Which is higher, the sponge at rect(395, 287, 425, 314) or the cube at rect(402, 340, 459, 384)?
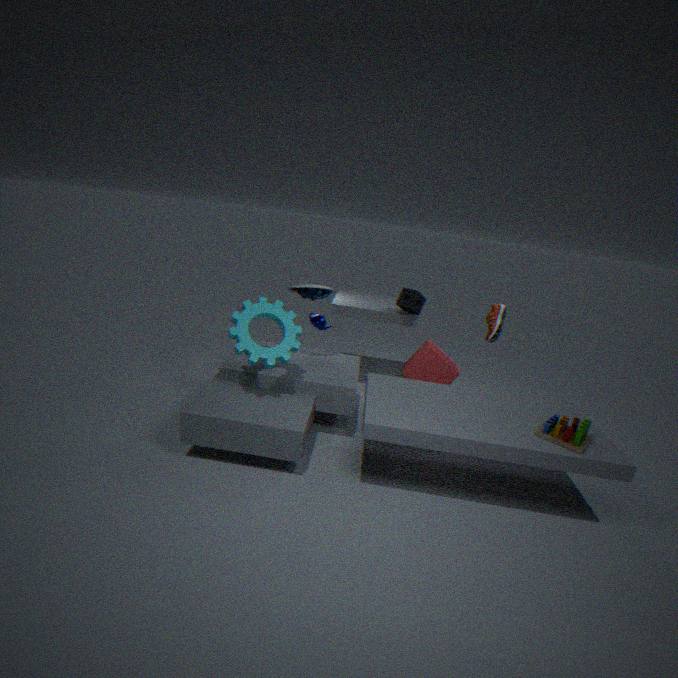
the sponge at rect(395, 287, 425, 314)
